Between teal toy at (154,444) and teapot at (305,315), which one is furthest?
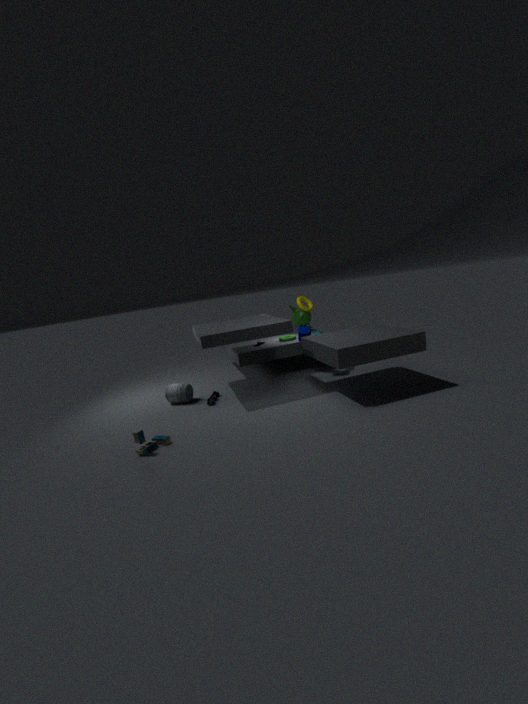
teapot at (305,315)
